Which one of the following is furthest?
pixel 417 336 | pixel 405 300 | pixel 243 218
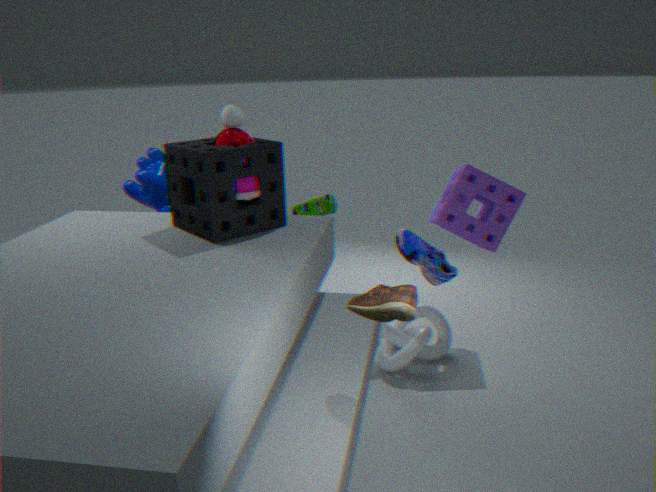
pixel 417 336
